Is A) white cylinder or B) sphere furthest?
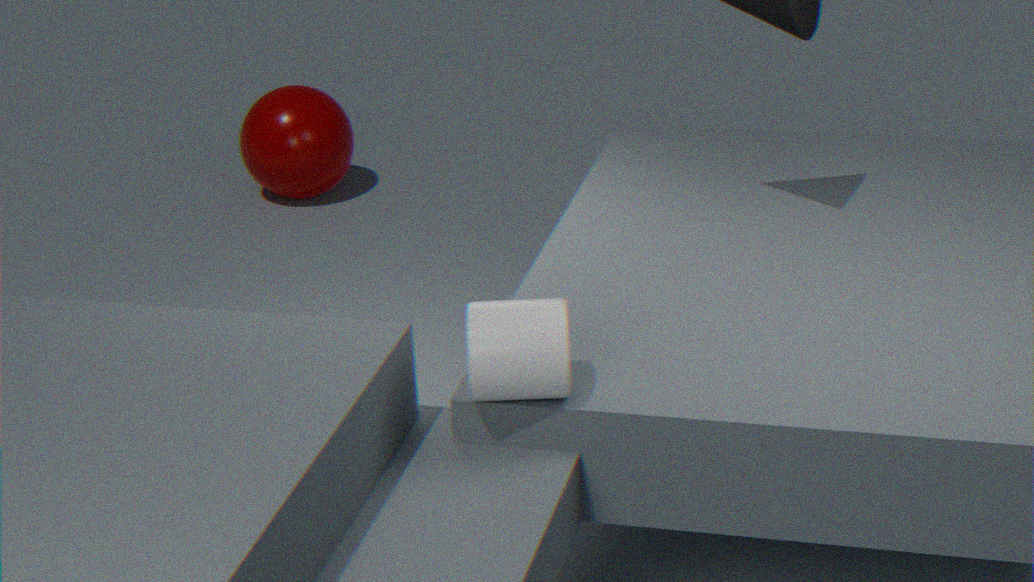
B. sphere
